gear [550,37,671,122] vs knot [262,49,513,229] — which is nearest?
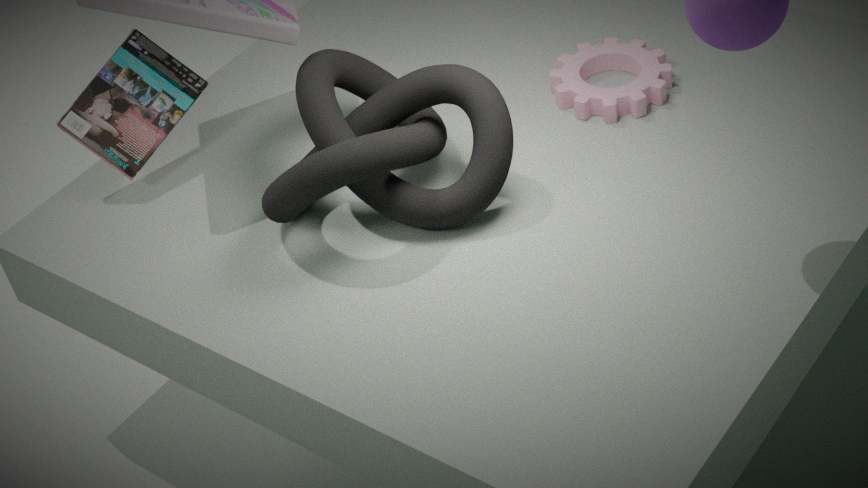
knot [262,49,513,229]
